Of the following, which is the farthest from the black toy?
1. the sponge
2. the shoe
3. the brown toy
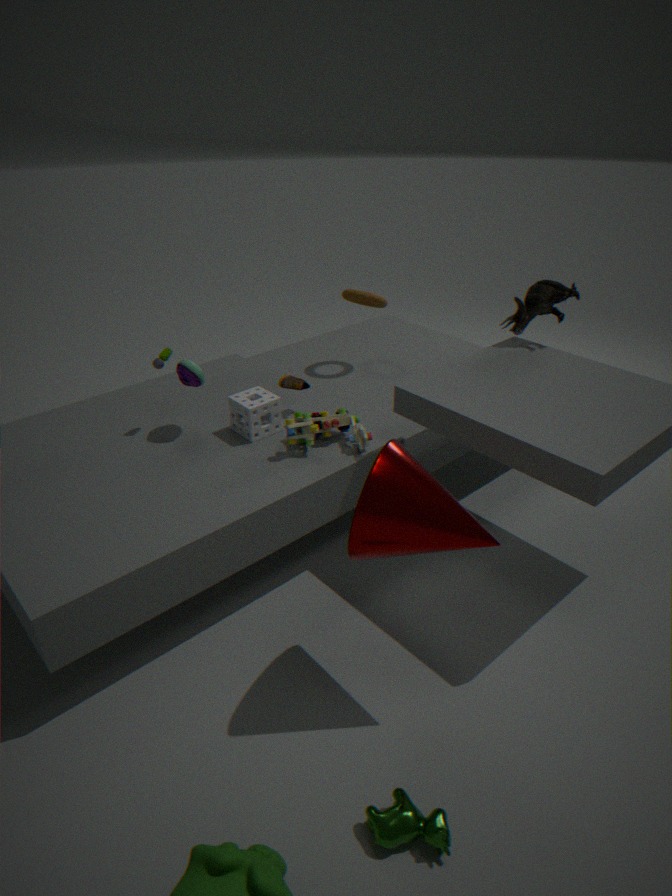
the brown toy
